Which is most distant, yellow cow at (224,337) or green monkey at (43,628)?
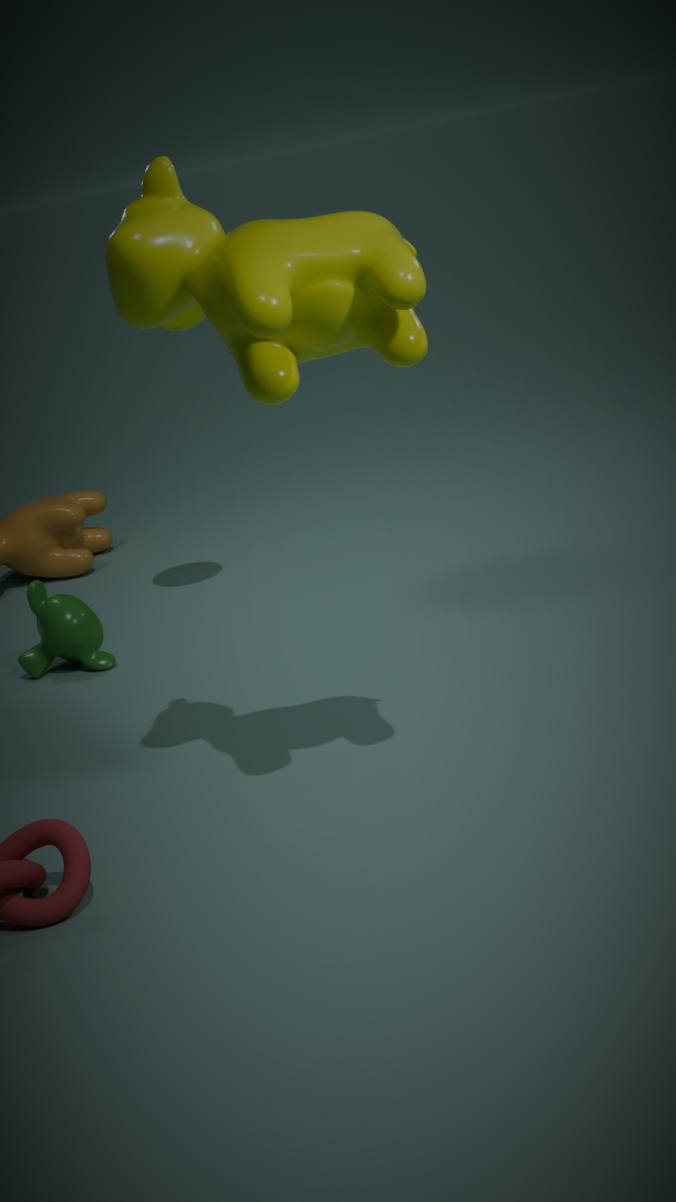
green monkey at (43,628)
